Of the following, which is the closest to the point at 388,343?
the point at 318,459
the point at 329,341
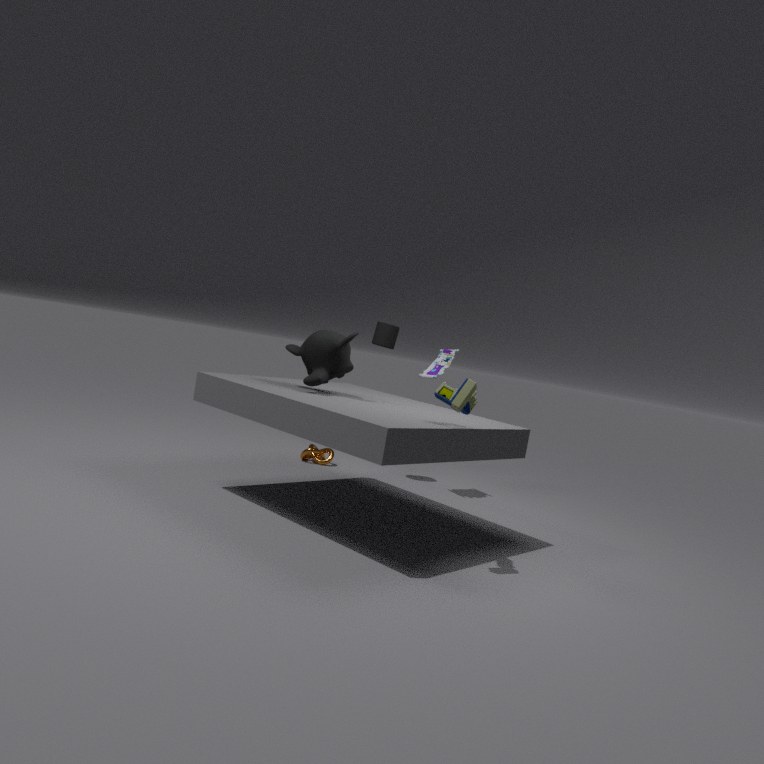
the point at 318,459
